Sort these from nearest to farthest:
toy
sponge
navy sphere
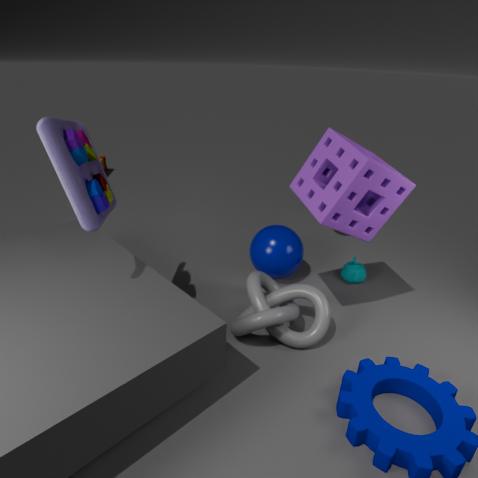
toy
sponge
navy sphere
